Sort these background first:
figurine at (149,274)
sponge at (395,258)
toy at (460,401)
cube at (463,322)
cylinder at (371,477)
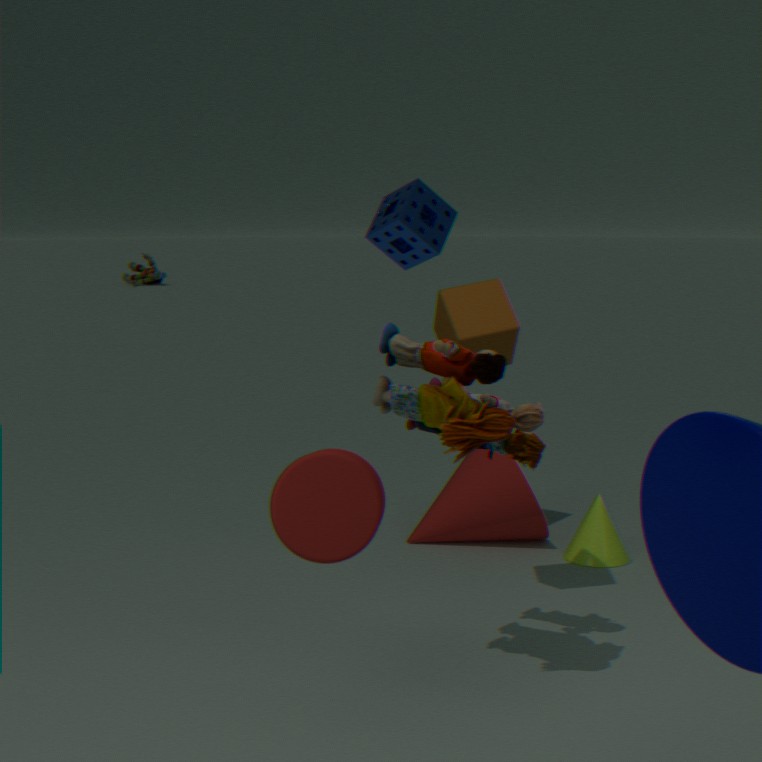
figurine at (149,274) < sponge at (395,258) < cube at (463,322) < toy at (460,401) < cylinder at (371,477)
